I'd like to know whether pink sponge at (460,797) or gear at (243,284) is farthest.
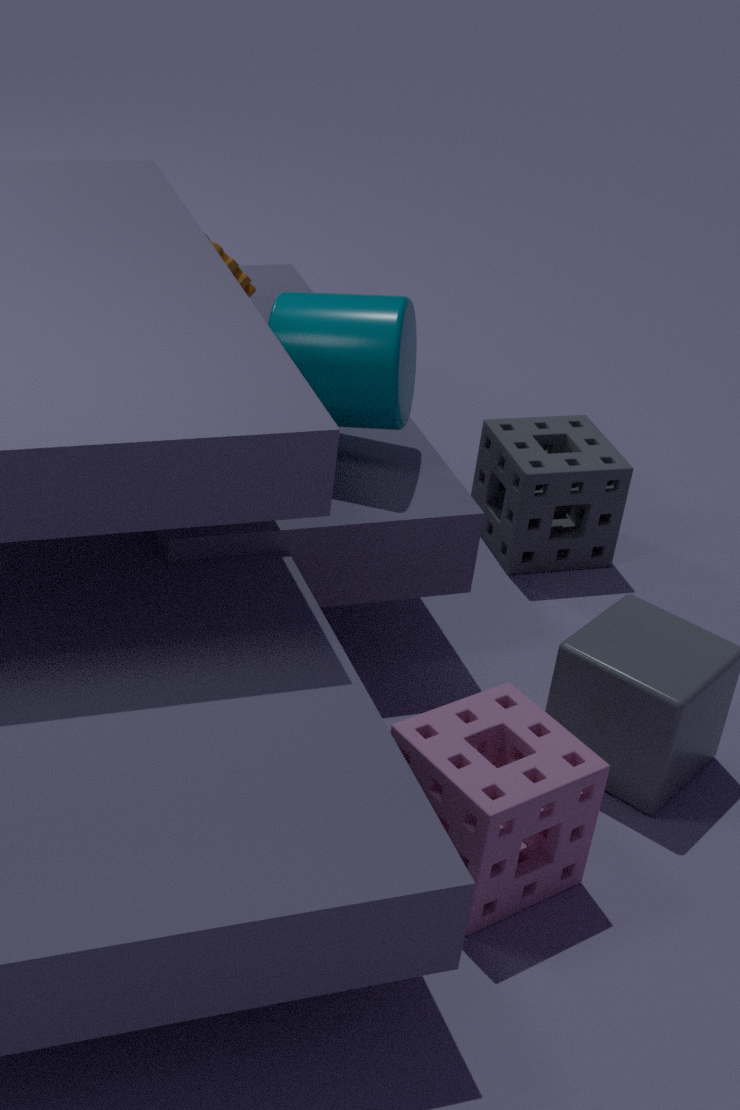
gear at (243,284)
